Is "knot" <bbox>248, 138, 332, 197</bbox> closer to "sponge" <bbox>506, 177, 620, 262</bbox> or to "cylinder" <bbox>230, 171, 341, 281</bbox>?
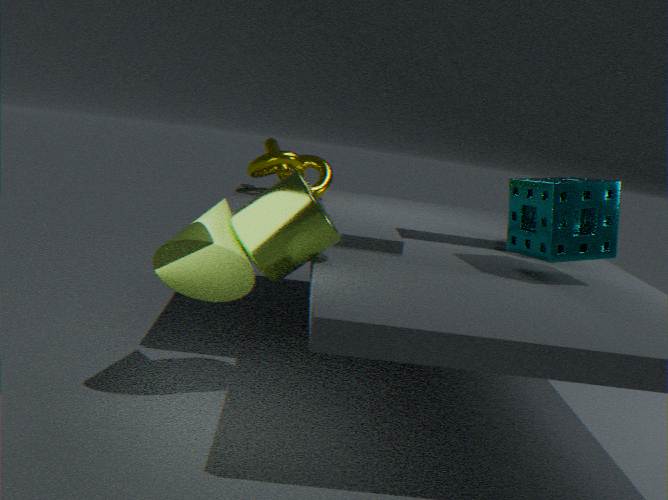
"cylinder" <bbox>230, 171, 341, 281</bbox>
